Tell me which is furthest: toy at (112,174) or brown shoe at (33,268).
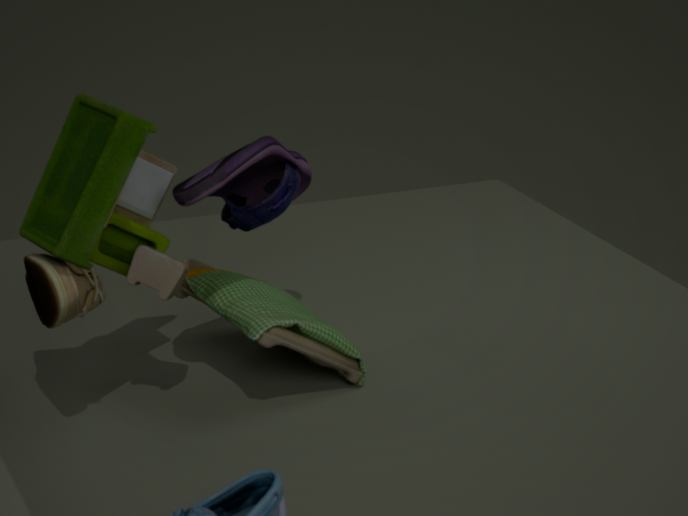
brown shoe at (33,268)
